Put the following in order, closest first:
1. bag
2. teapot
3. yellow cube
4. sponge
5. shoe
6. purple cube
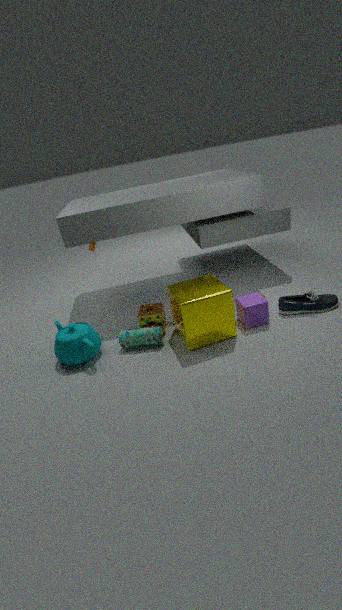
yellow cube → teapot → purple cube → bag → shoe → sponge
